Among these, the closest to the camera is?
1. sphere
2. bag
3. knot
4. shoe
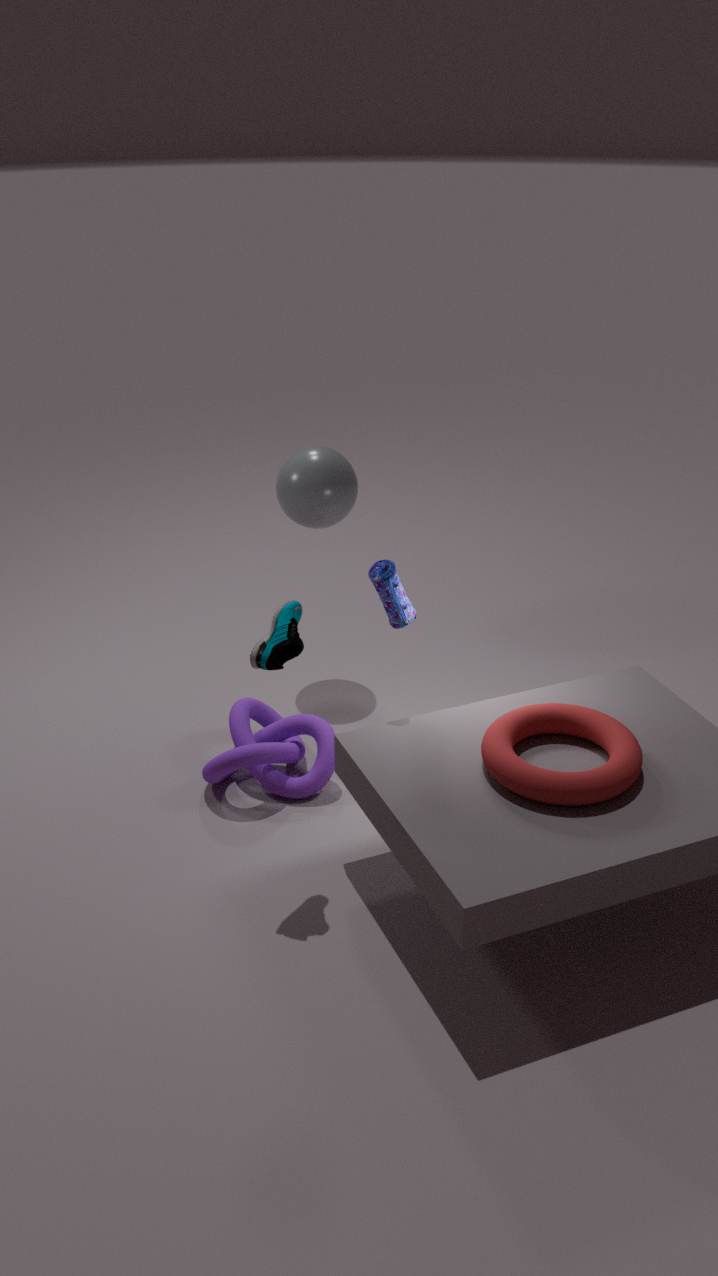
shoe
